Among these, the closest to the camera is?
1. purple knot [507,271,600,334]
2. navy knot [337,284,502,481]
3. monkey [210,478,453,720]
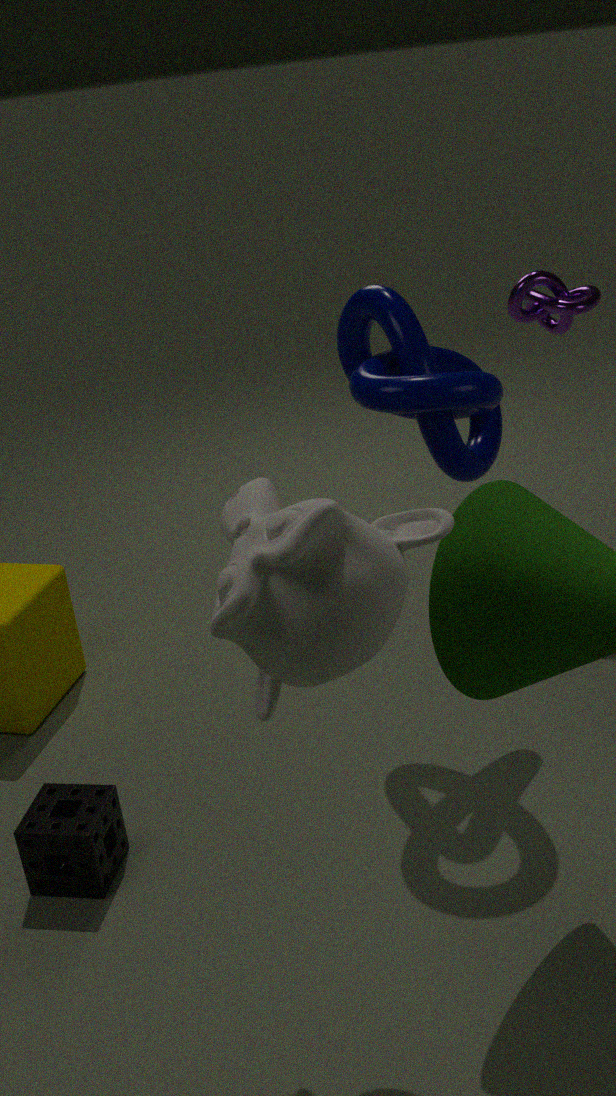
monkey [210,478,453,720]
